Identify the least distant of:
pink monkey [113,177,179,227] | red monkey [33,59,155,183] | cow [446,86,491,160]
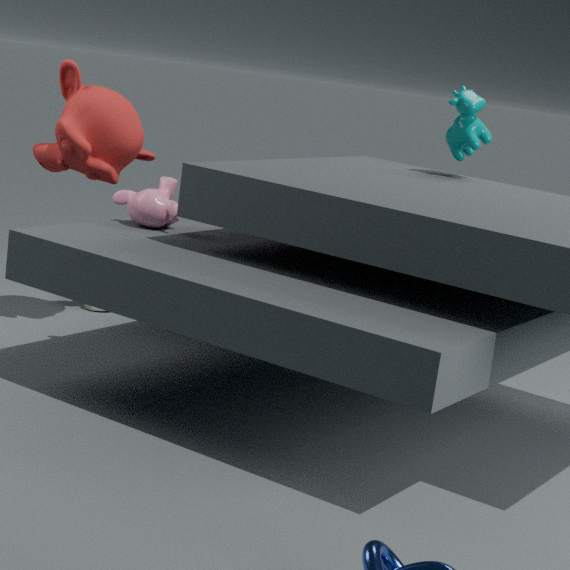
pink monkey [113,177,179,227]
